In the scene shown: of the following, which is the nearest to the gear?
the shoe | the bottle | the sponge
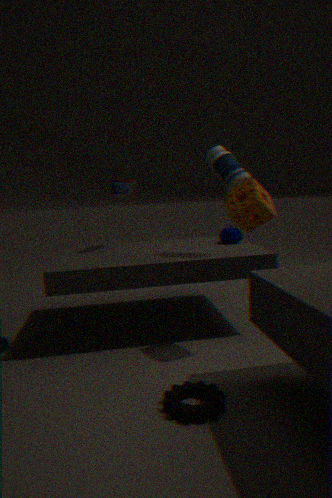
the sponge
